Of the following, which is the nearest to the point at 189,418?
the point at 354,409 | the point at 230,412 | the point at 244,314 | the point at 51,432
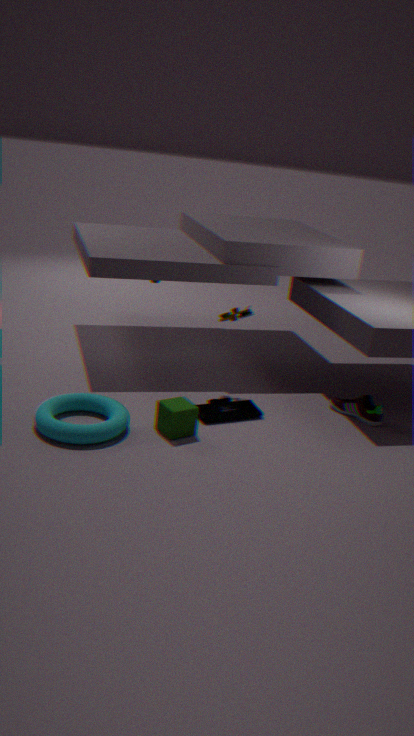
the point at 230,412
